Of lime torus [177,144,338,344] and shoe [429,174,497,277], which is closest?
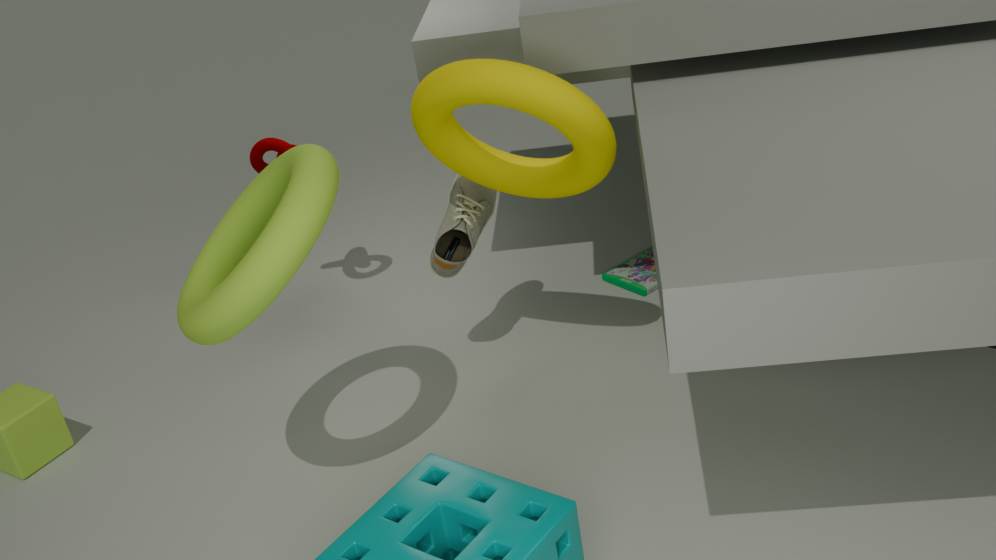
lime torus [177,144,338,344]
